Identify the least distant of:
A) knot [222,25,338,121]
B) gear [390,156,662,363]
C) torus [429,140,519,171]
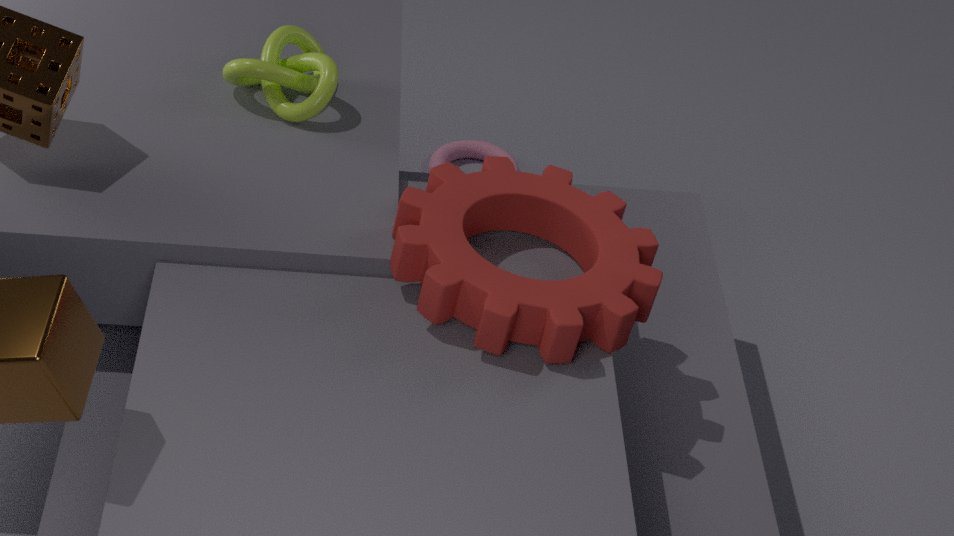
gear [390,156,662,363]
